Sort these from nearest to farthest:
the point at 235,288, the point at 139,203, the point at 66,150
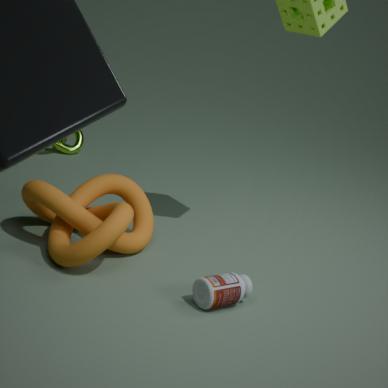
the point at 235,288 < the point at 139,203 < the point at 66,150
